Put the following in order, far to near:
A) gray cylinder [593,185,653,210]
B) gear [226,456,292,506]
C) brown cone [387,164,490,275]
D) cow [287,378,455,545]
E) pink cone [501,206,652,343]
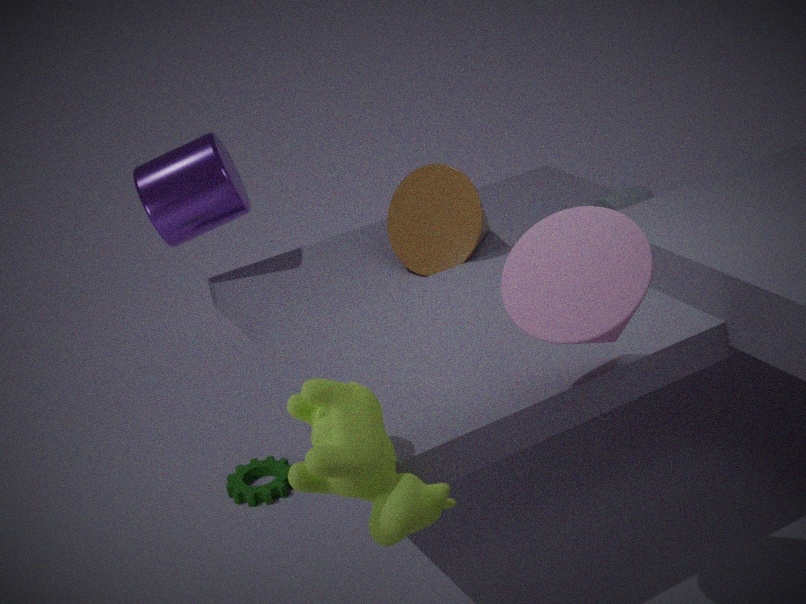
A: gear [226,456,292,506] → brown cone [387,164,490,275] → gray cylinder [593,185,653,210] → pink cone [501,206,652,343] → cow [287,378,455,545]
